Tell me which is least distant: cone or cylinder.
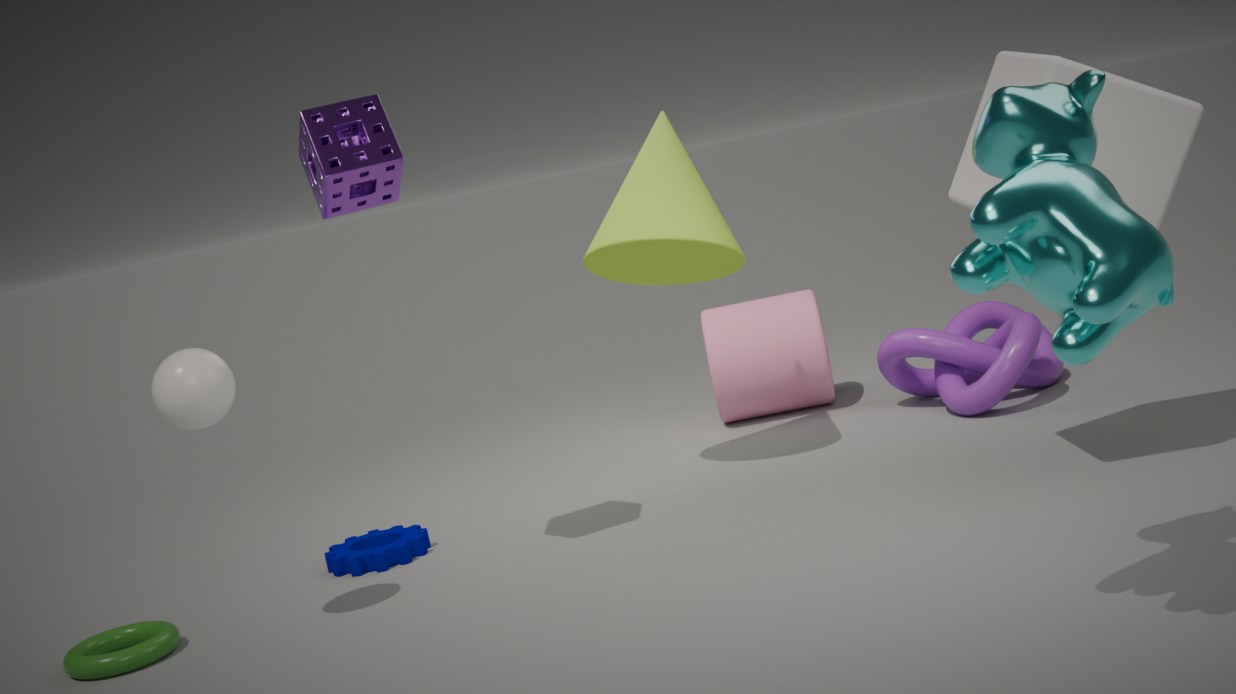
cone
